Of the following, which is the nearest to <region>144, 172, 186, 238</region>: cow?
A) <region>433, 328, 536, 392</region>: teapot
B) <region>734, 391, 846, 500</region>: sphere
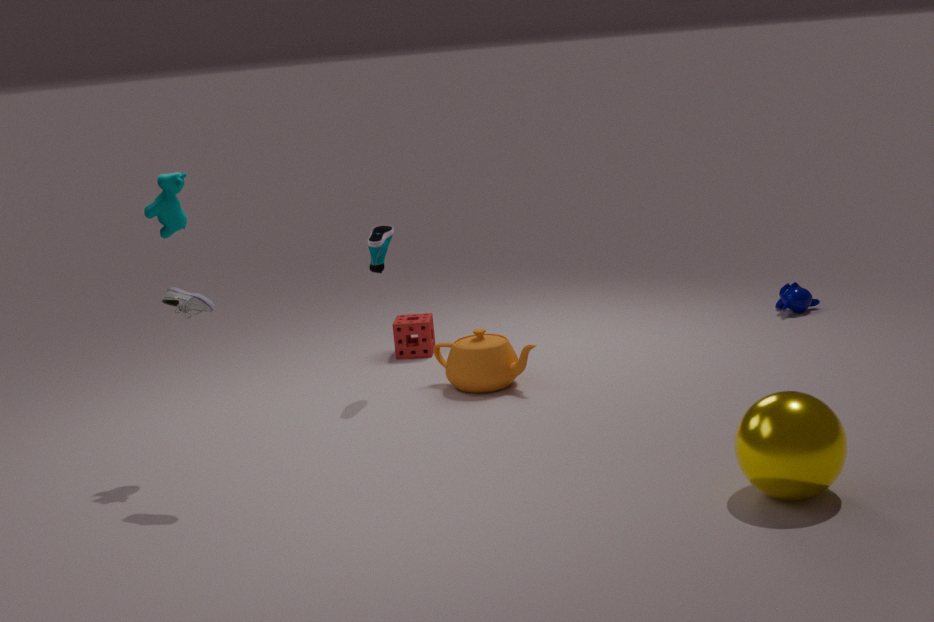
<region>433, 328, 536, 392</region>: teapot
